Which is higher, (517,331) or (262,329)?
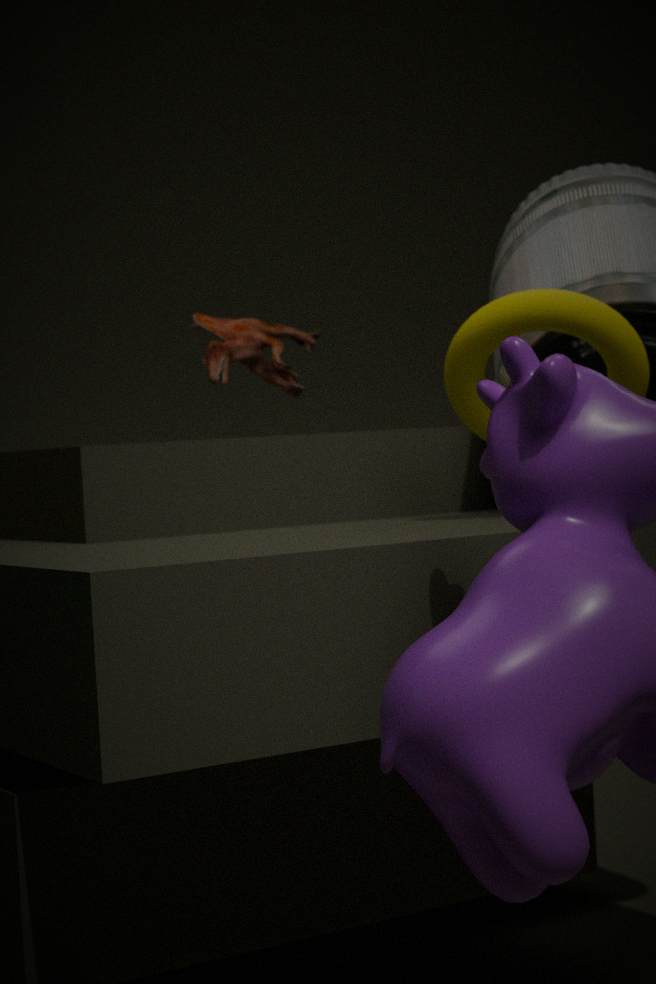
(262,329)
